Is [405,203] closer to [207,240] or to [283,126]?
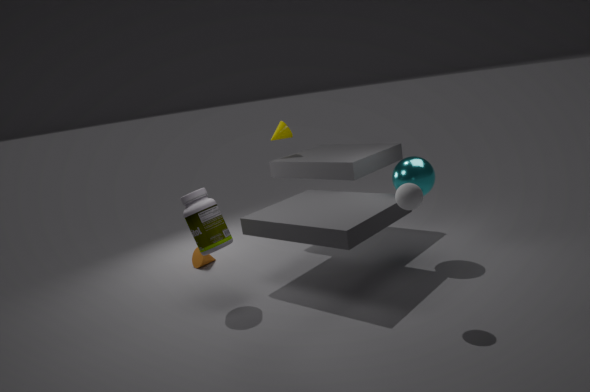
[207,240]
